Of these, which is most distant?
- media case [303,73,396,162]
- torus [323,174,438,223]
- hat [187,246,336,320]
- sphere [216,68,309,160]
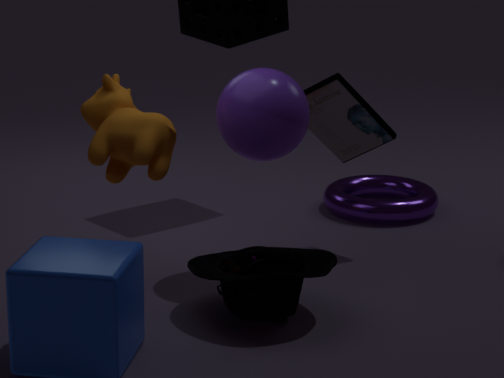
torus [323,174,438,223]
